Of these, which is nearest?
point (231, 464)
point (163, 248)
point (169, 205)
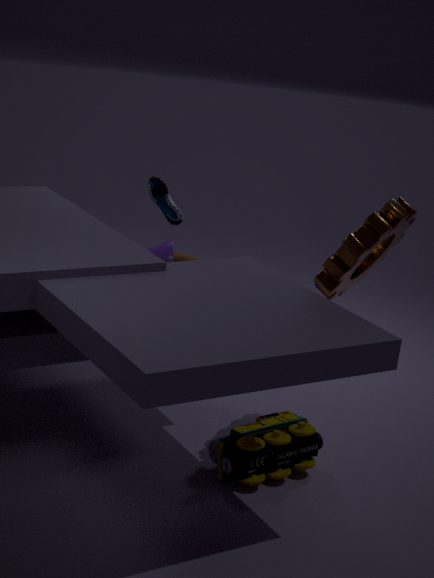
point (231, 464)
